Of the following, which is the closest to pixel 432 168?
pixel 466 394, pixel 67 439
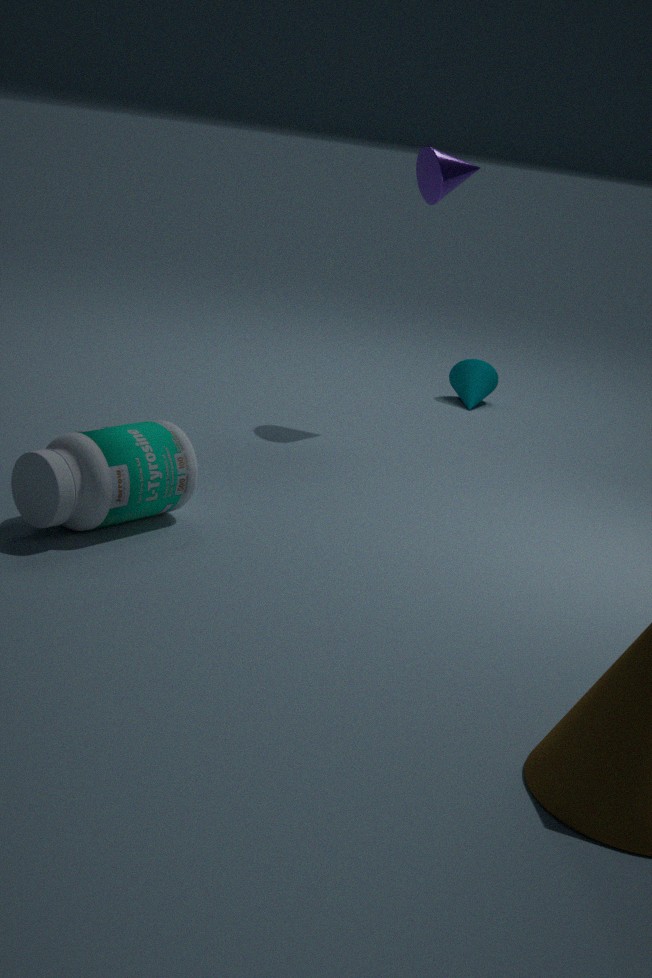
pixel 466 394
